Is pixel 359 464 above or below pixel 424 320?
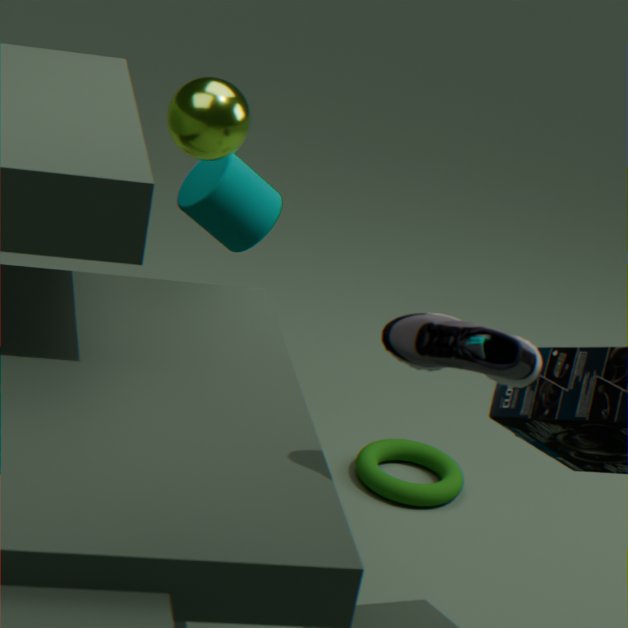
below
